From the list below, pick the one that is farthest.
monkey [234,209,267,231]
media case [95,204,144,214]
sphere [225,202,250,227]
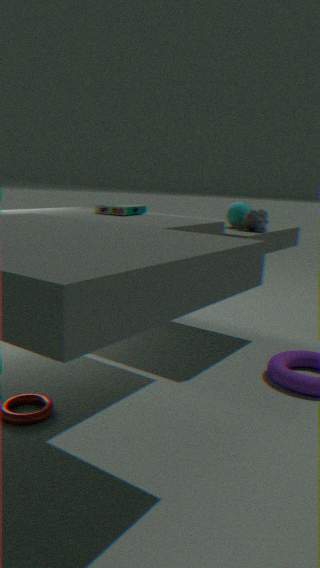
sphere [225,202,250,227]
